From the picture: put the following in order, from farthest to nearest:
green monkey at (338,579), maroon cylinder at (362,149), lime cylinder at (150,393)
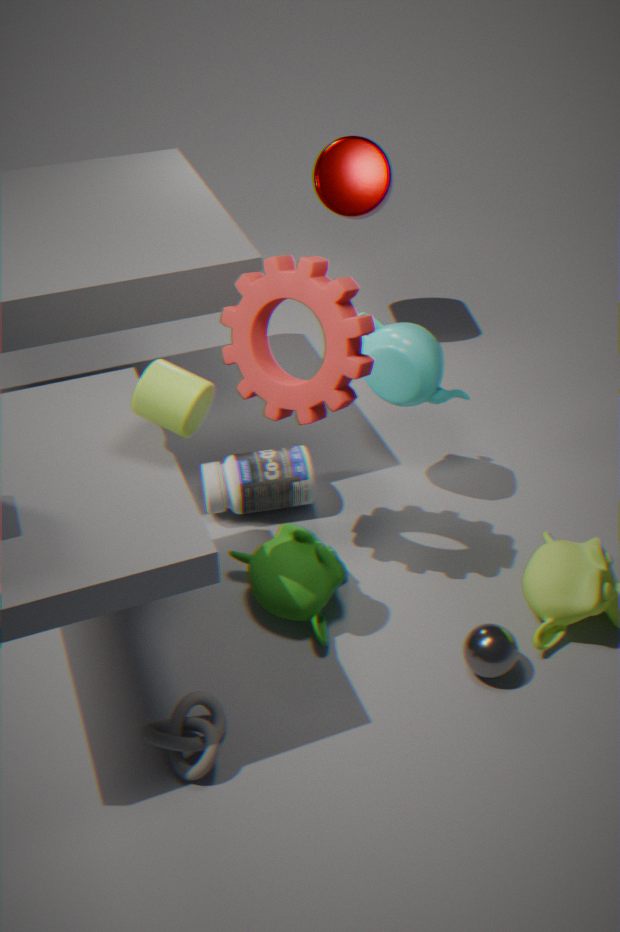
1. maroon cylinder at (362,149)
2. green monkey at (338,579)
3. lime cylinder at (150,393)
